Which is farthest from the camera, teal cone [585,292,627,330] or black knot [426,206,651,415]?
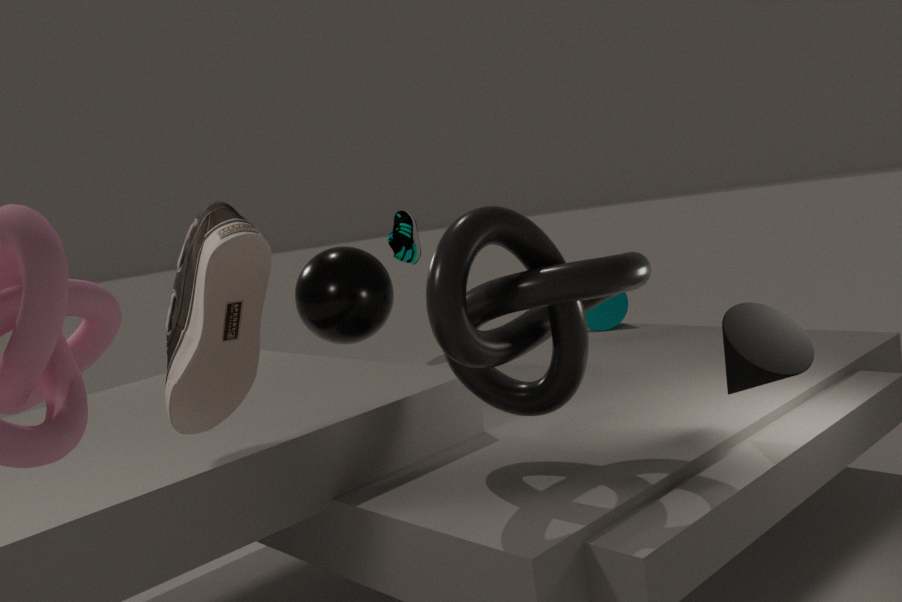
teal cone [585,292,627,330]
